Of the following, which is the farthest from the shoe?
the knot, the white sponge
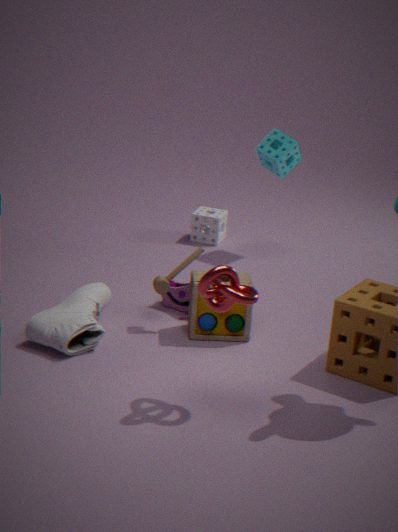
the white sponge
